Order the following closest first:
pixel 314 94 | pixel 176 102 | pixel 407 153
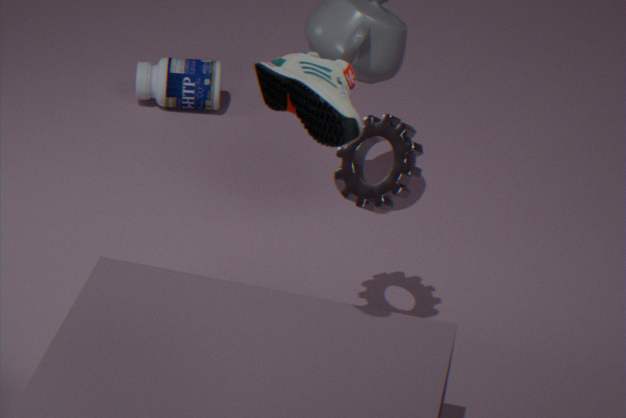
1. pixel 314 94
2. pixel 407 153
3. pixel 176 102
